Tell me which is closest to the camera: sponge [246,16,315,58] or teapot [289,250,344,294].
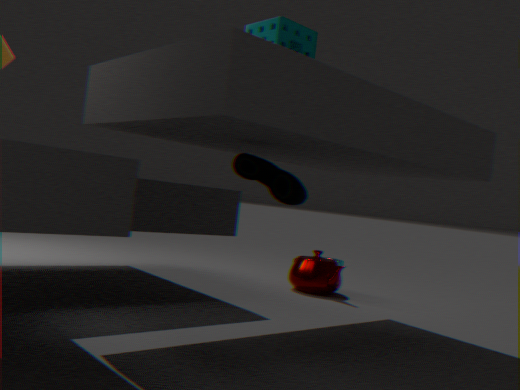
sponge [246,16,315,58]
